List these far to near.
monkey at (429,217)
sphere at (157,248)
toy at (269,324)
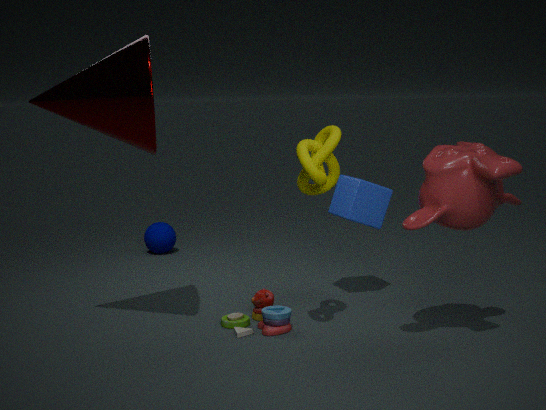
1. sphere at (157,248)
2. toy at (269,324)
3. monkey at (429,217)
